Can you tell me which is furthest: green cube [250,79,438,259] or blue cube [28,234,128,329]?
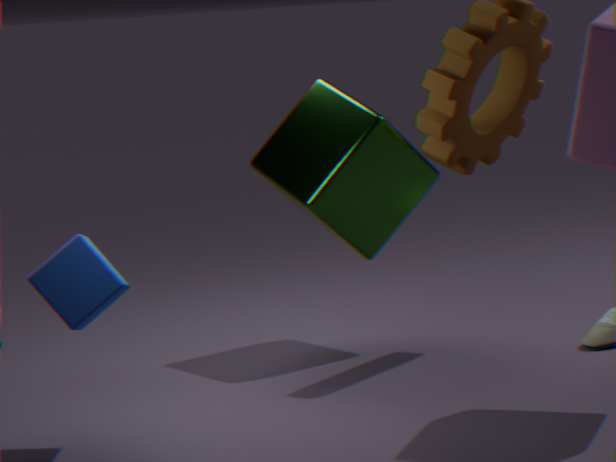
green cube [250,79,438,259]
